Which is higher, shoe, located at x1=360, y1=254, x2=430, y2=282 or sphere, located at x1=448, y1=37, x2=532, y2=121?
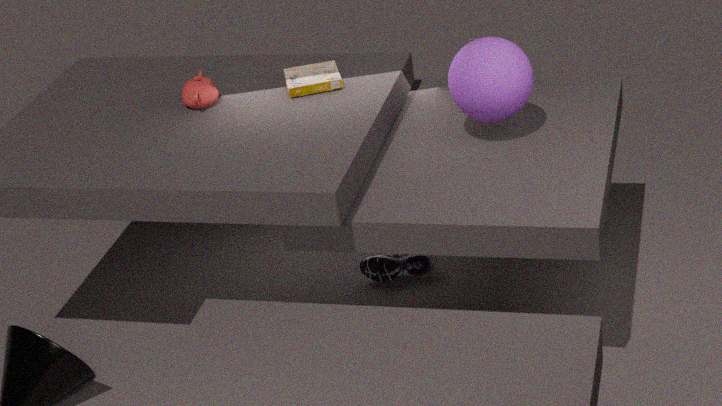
sphere, located at x1=448, y1=37, x2=532, y2=121
